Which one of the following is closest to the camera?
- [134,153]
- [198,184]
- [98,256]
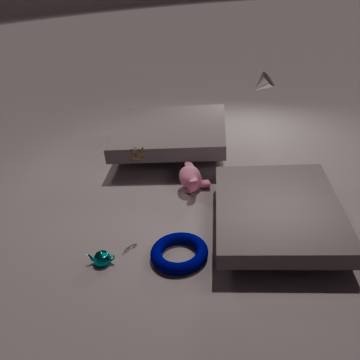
[98,256]
